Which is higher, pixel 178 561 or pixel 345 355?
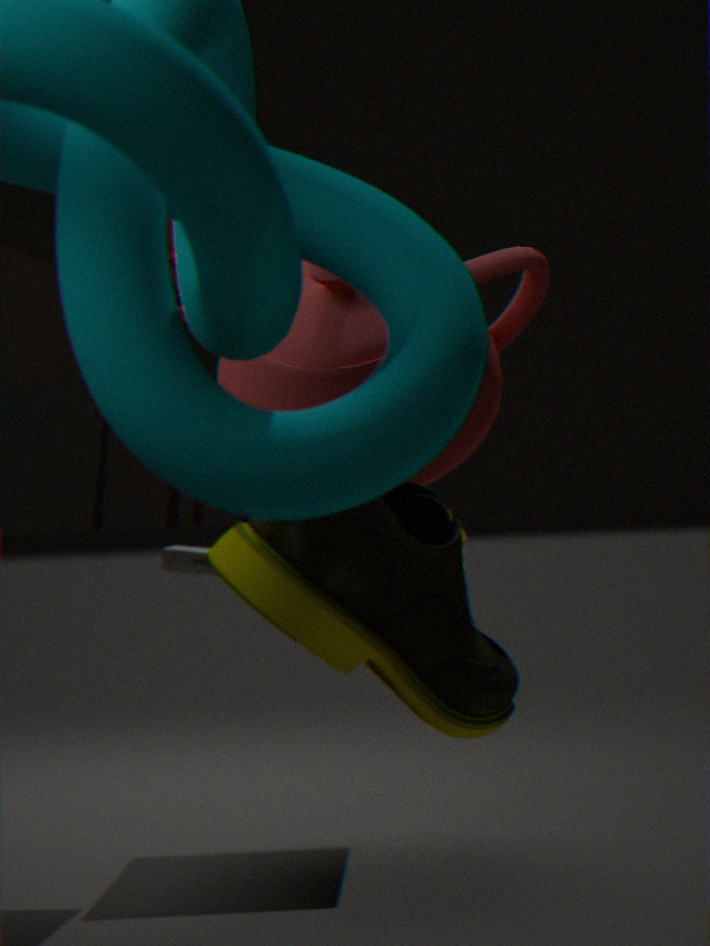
pixel 345 355
